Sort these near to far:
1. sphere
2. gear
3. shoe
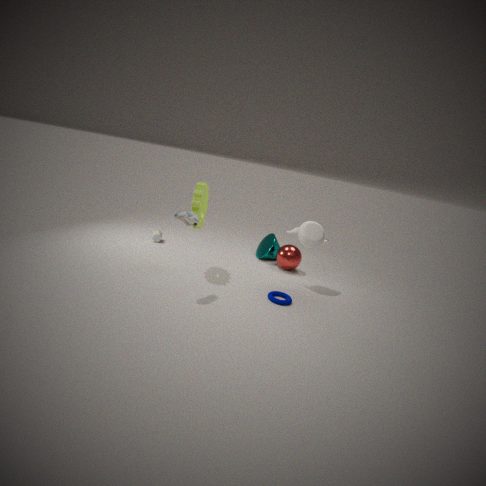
shoe
gear
sphere
